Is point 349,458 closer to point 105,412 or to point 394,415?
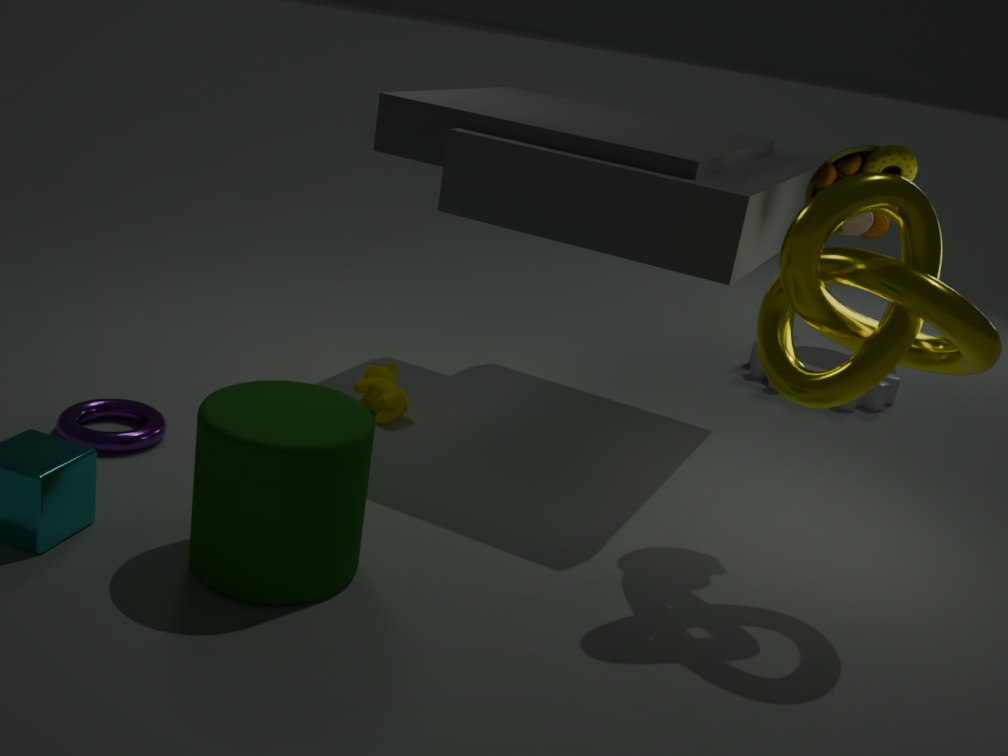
point 105,412
